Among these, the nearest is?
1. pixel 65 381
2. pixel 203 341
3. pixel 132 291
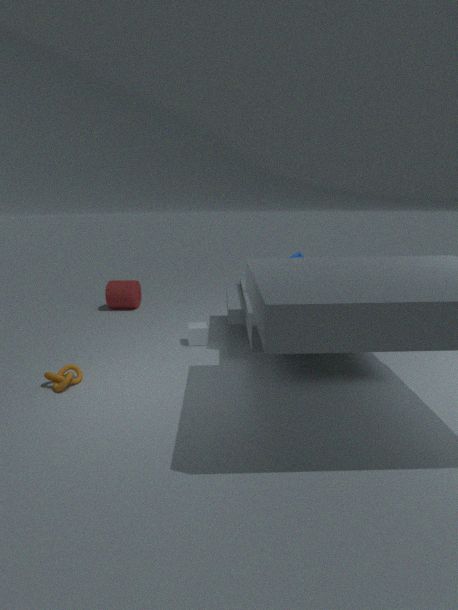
pixel 65 381
